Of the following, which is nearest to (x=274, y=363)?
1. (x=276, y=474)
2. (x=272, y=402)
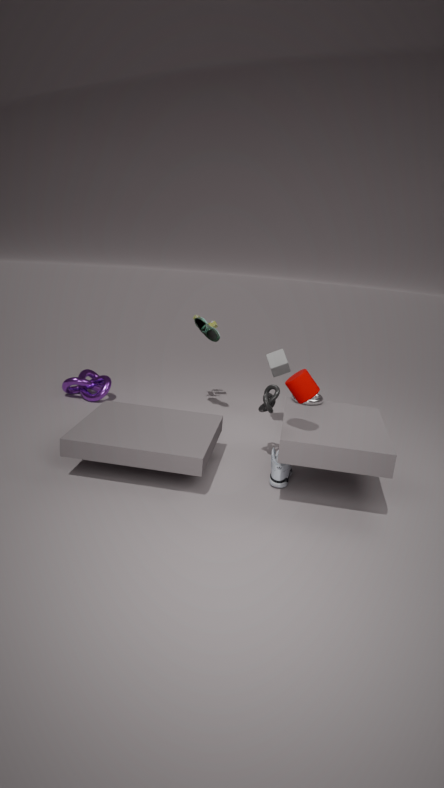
(x=272, y=402)
